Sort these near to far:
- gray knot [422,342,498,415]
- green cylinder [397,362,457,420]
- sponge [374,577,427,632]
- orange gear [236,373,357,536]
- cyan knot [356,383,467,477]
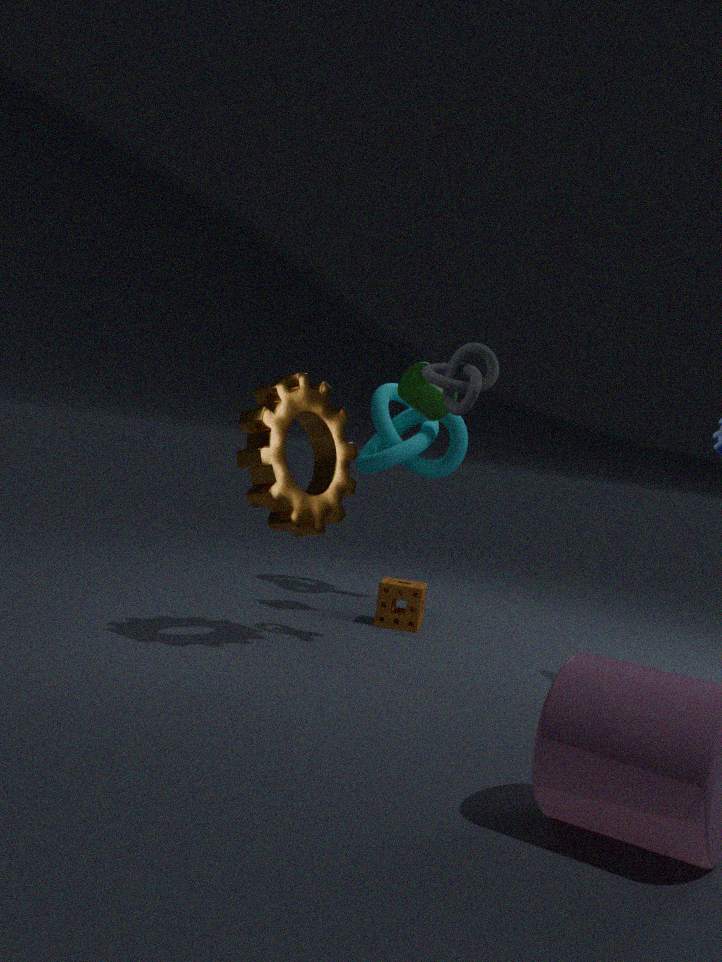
orange gear [236,373,357,536]
gray knot [422,342,498,415]
green cylinder [397,362,457,420]
sponge [374,577,427,632]
cyan knot [356,383,467,477]
